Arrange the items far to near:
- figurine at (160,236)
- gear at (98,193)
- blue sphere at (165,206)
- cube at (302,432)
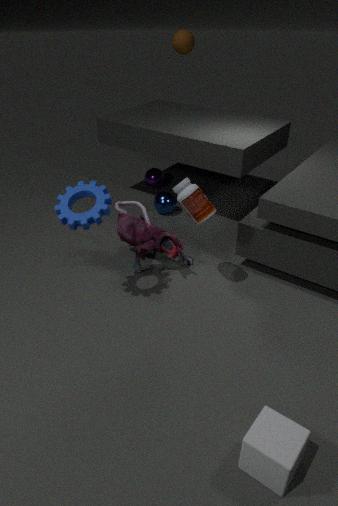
blue sphere at (165,206) < figurine at (160,236) < gear at (98,193) < cube at (302,432)
